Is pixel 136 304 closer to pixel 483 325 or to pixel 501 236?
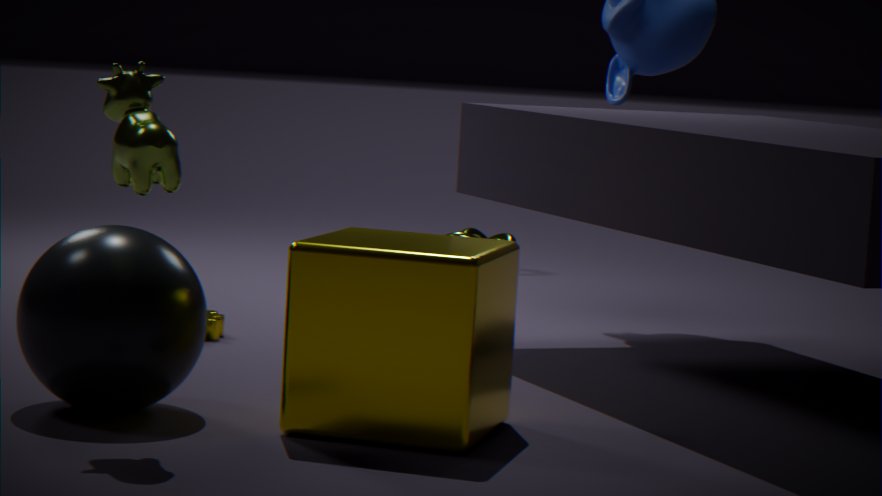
pixel 483 325
